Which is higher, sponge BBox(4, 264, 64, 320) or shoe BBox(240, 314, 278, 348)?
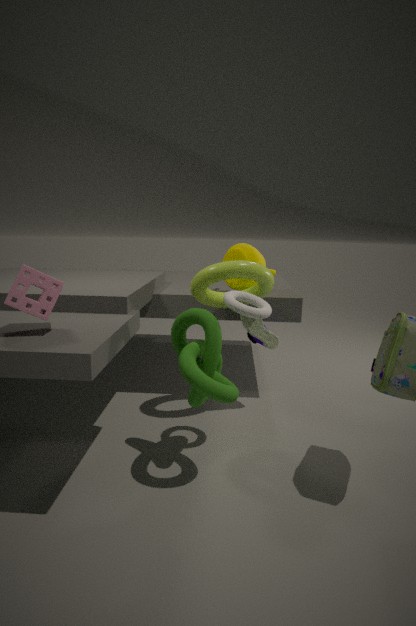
sponge BBox(4, 264, 64, 320)
